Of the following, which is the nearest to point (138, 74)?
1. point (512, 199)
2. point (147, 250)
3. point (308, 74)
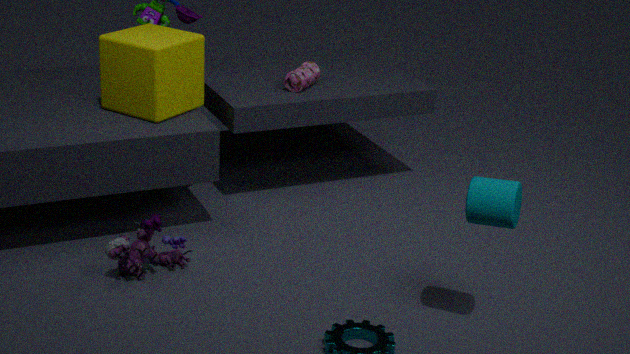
point (308, 74)
